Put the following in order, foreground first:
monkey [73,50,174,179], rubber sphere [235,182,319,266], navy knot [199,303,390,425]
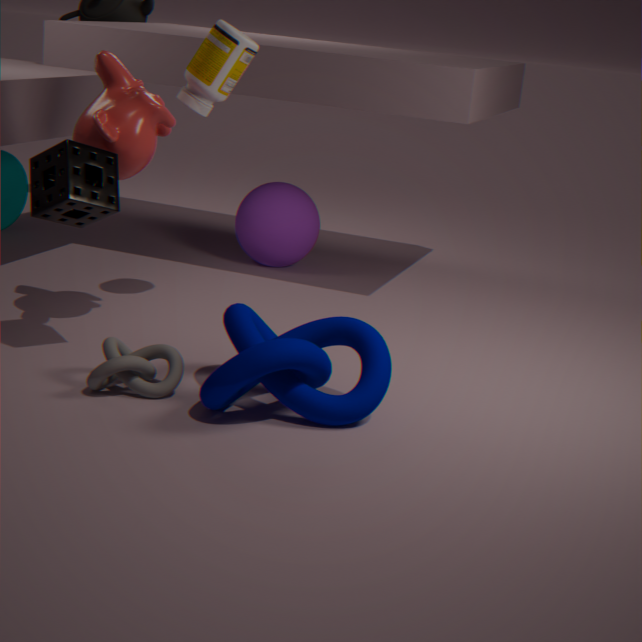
navy knot [199,303,390,425], monkey [73,50,174,179], rubber sphere [235,182,319,266]
